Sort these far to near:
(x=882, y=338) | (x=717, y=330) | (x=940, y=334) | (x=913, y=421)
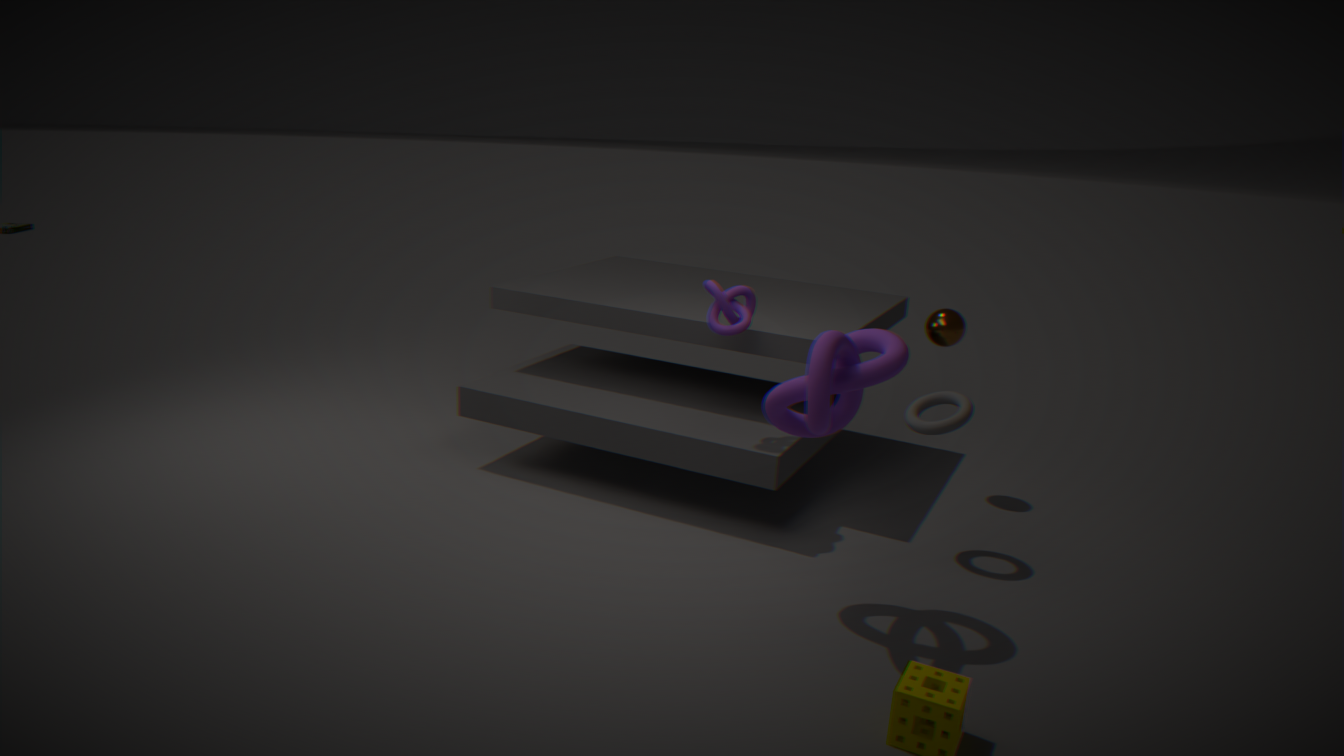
(x=940, y=334)
(x=717, y=330)
(x=913, y=421)
(x=882, y=338)
